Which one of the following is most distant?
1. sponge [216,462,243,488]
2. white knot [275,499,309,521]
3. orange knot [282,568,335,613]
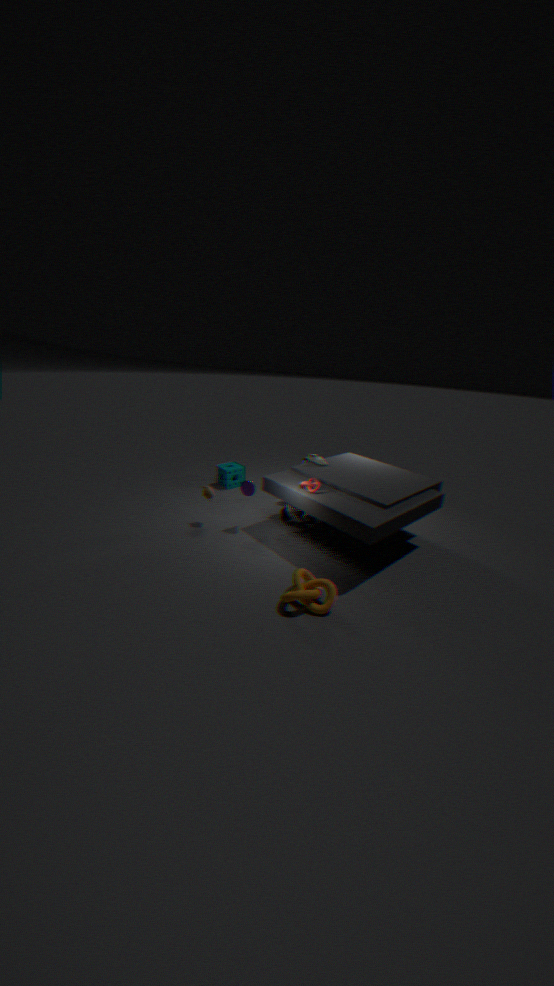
sponge [216,462,243,488]
